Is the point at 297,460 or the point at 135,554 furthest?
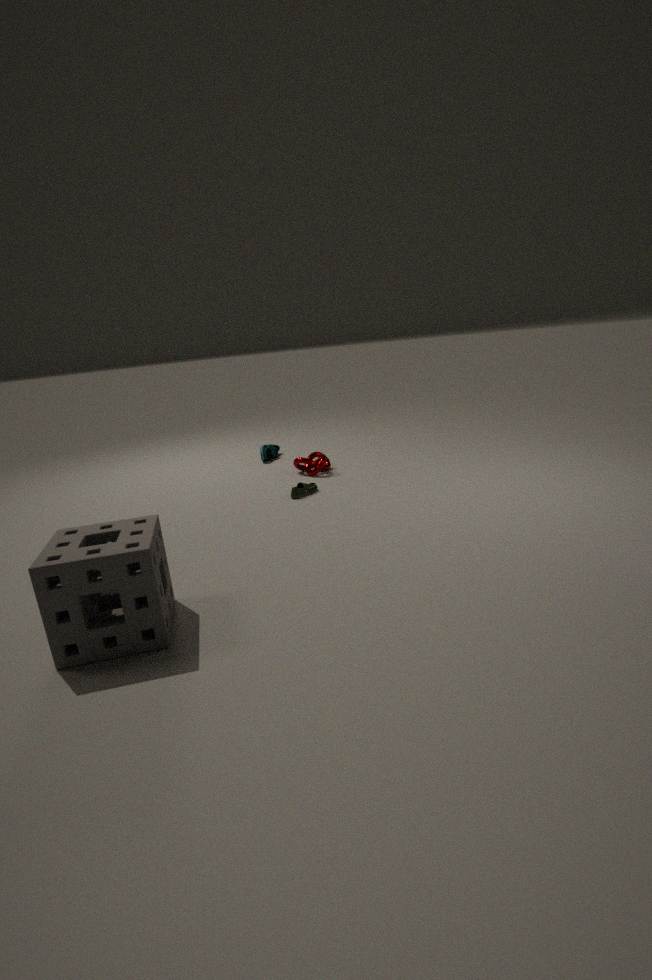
the point at 297,460
